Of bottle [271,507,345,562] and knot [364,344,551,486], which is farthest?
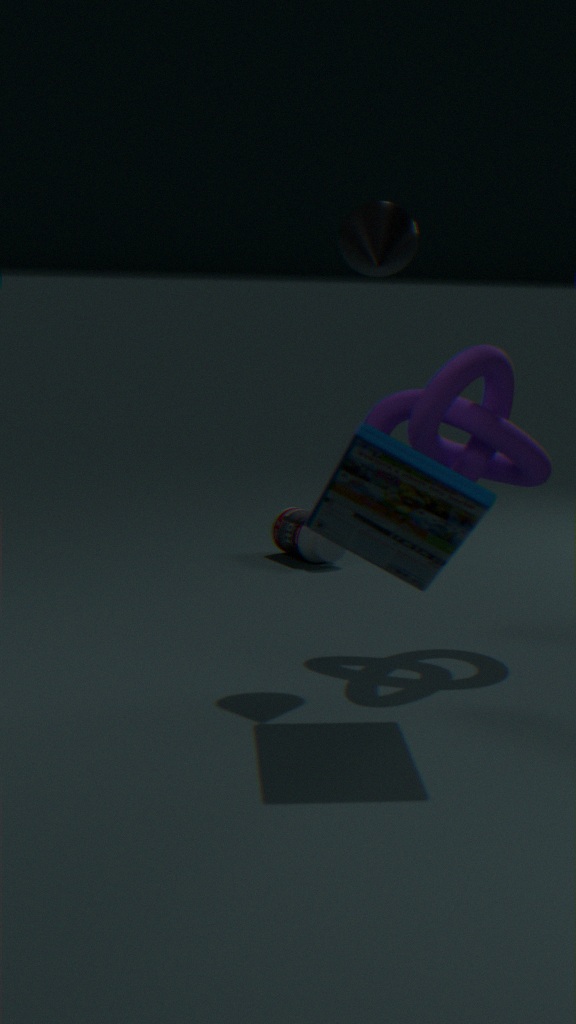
bottle [271,507,345,562]
